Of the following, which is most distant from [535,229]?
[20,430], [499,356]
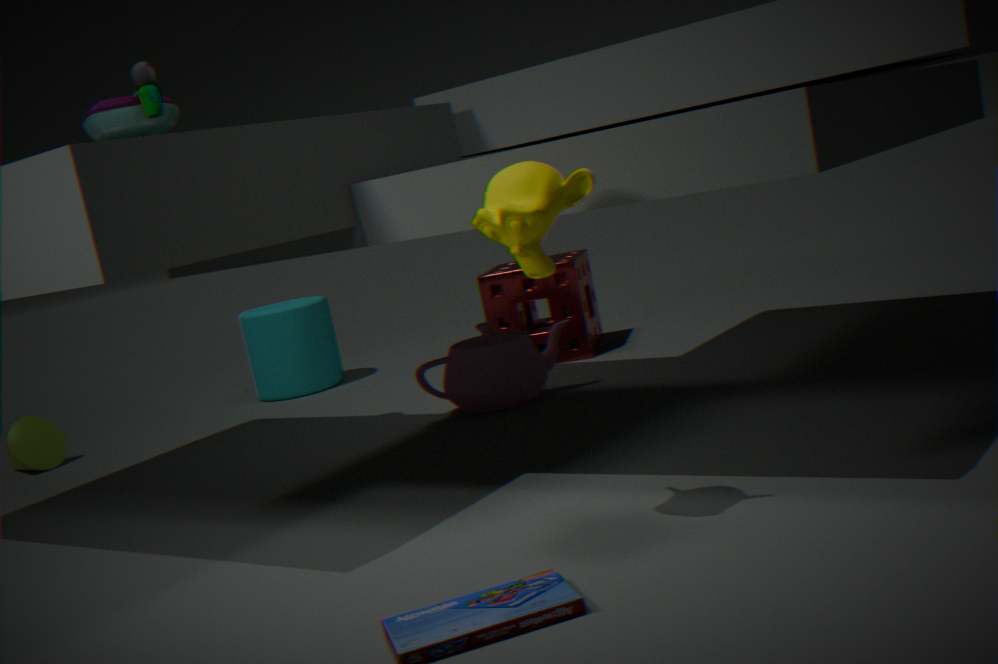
[20,430]
